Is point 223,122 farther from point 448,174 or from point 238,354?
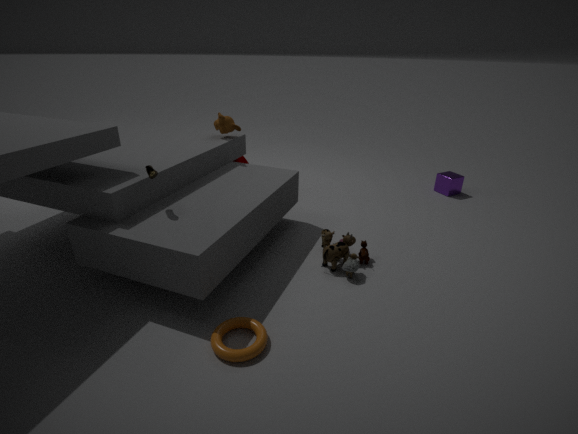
point 448,174
